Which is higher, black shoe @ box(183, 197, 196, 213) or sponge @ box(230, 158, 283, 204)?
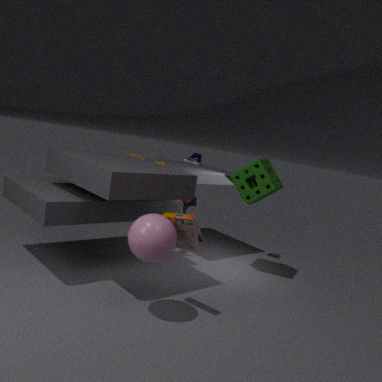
sponge @ box(230, 158, 283, 204)
